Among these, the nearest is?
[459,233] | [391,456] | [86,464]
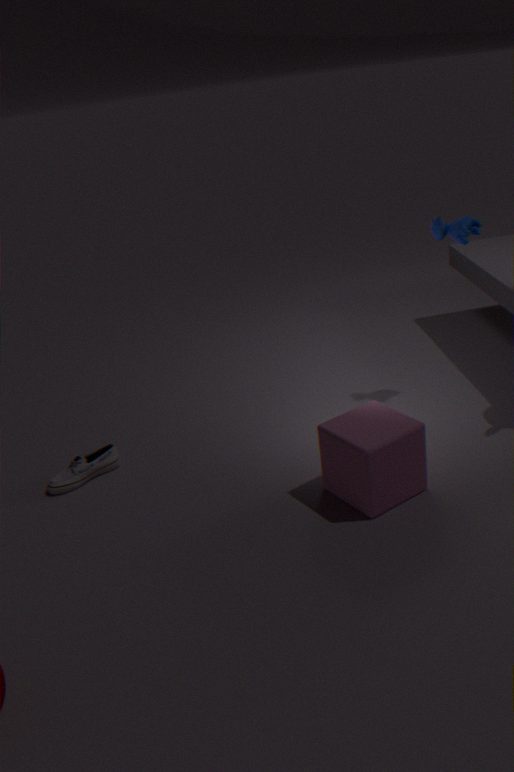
[391,456]
